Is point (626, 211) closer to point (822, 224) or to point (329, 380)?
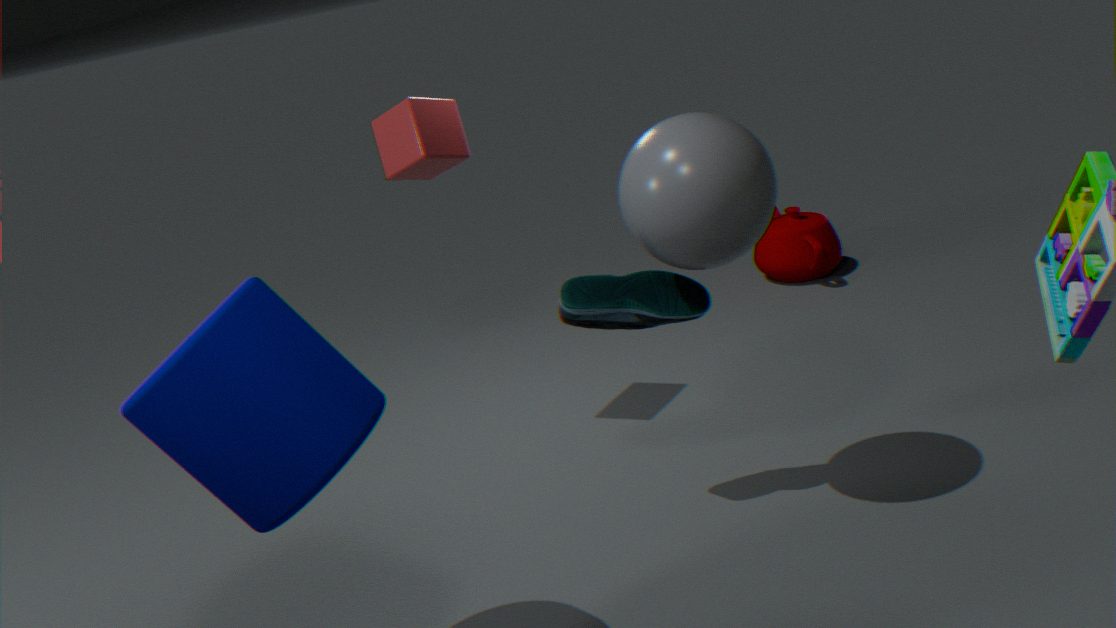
point (329, 380)
